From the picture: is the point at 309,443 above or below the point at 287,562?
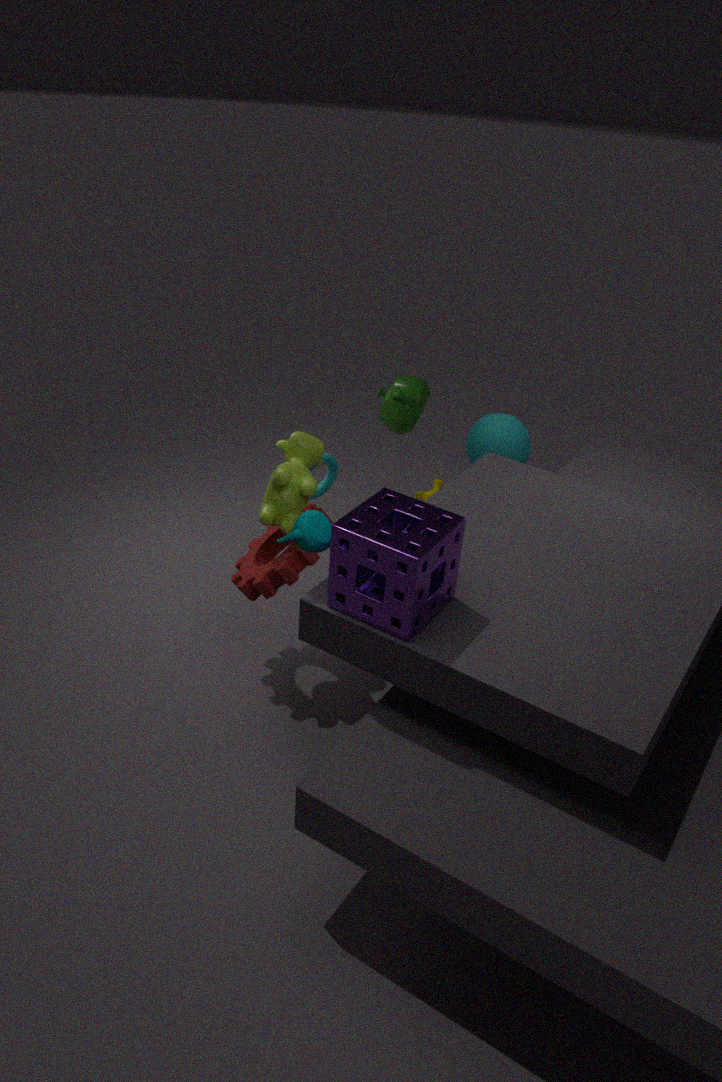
above
